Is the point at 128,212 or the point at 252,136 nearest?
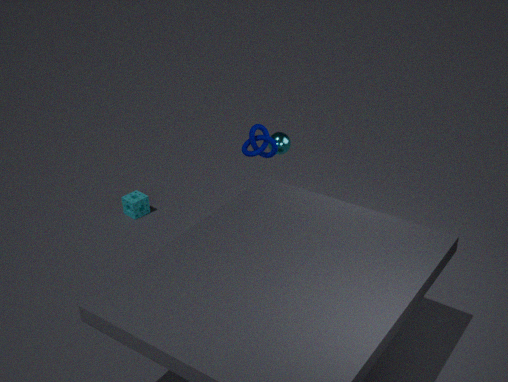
the point at 252,136
